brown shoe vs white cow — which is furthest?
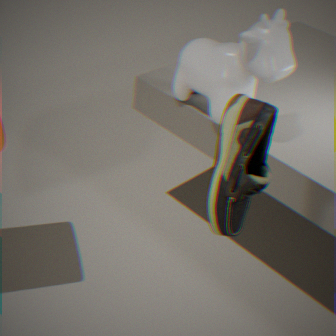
white cow
